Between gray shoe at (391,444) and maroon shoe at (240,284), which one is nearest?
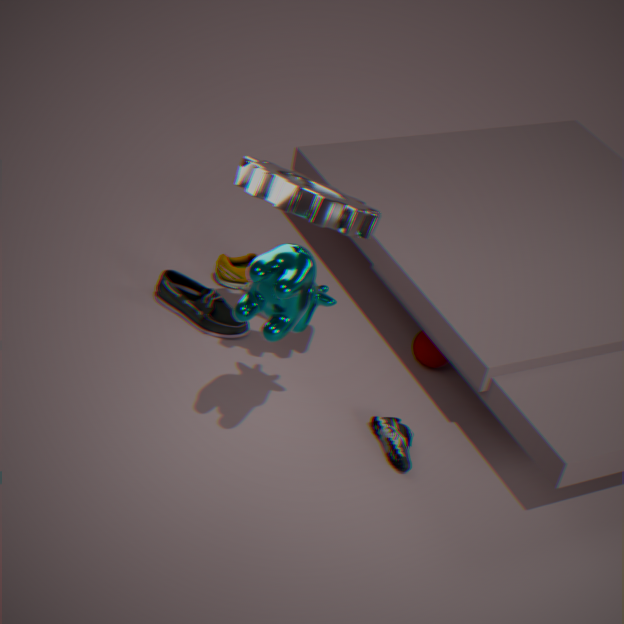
gray shoe at (391,444)
